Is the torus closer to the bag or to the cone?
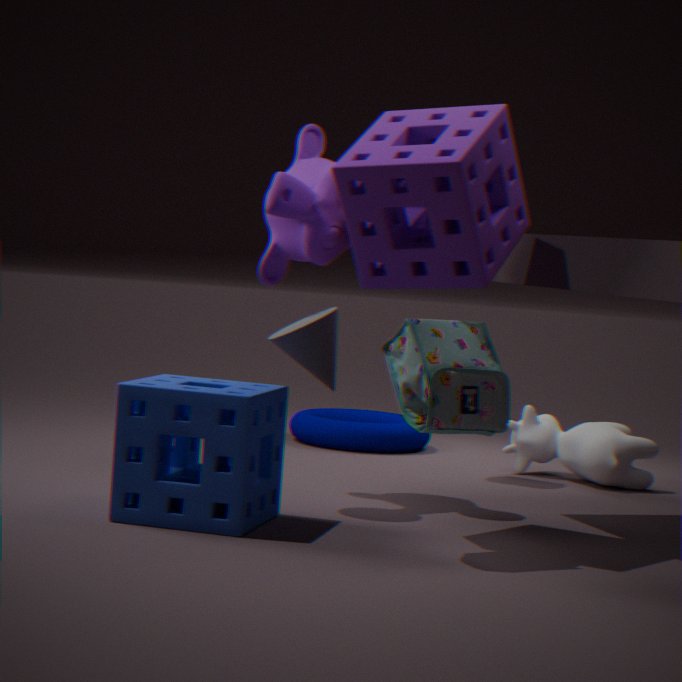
the cone
